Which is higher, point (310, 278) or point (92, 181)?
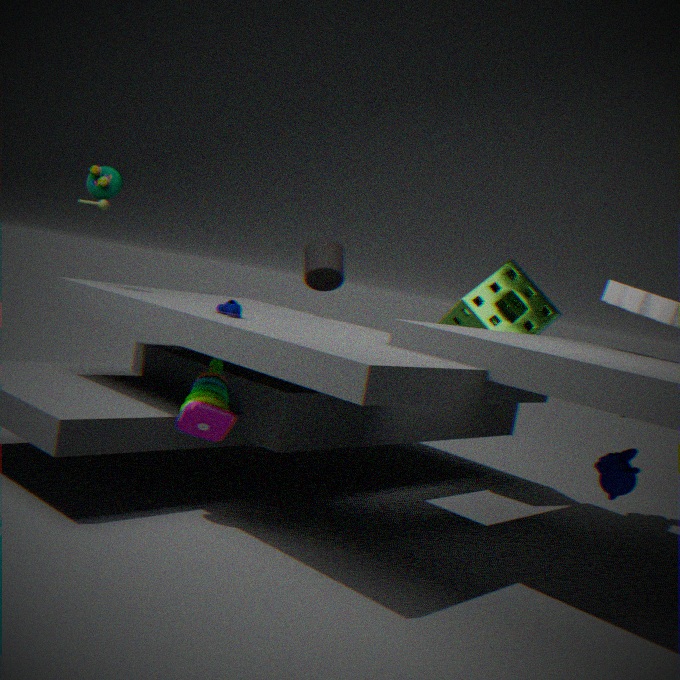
point (92, 181)
